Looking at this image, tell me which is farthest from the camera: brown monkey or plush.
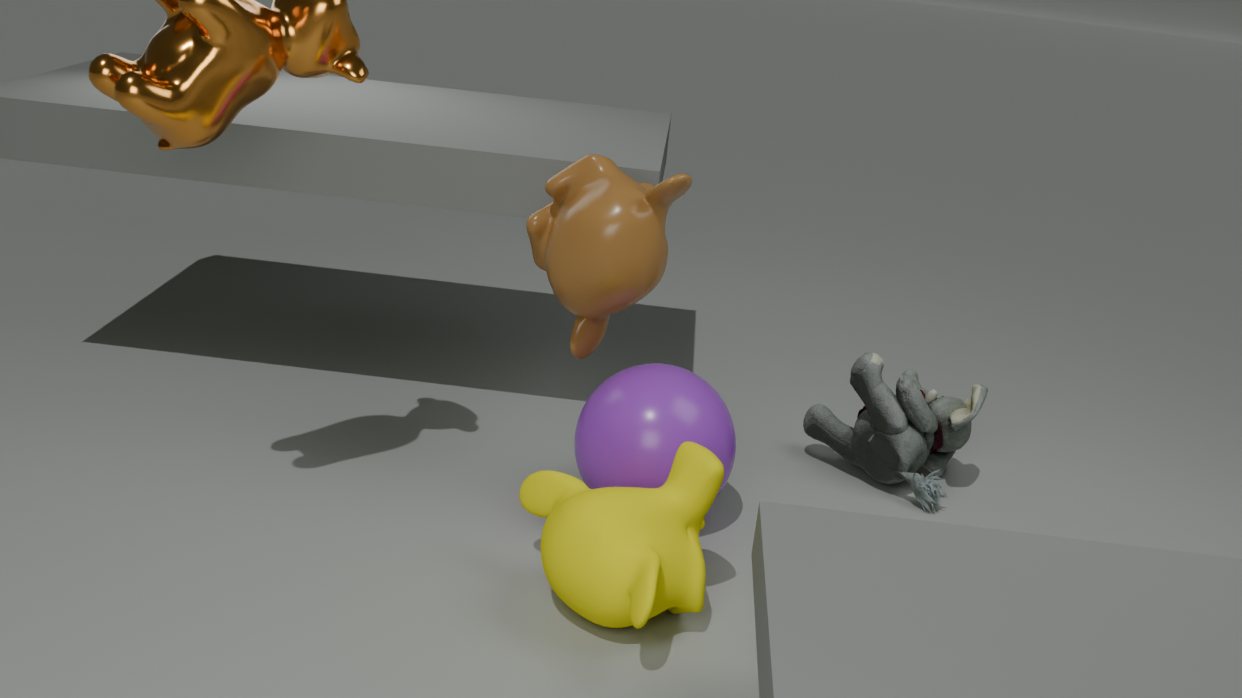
plush
